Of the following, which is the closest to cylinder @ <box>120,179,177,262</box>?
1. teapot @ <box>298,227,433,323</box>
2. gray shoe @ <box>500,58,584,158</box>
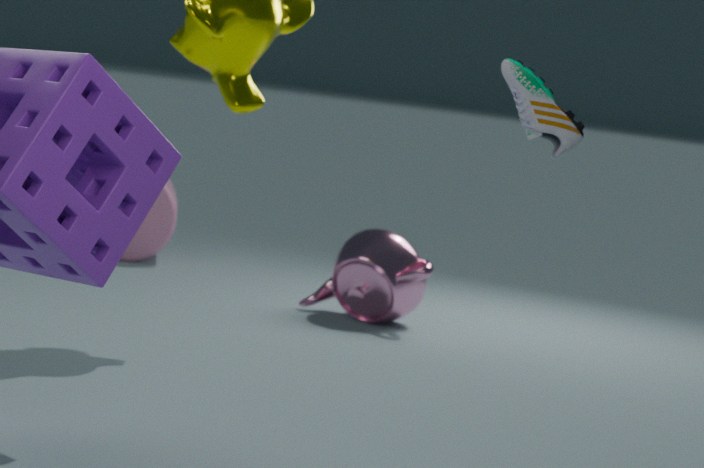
teapot @ <box>298,227,433,323</box>
